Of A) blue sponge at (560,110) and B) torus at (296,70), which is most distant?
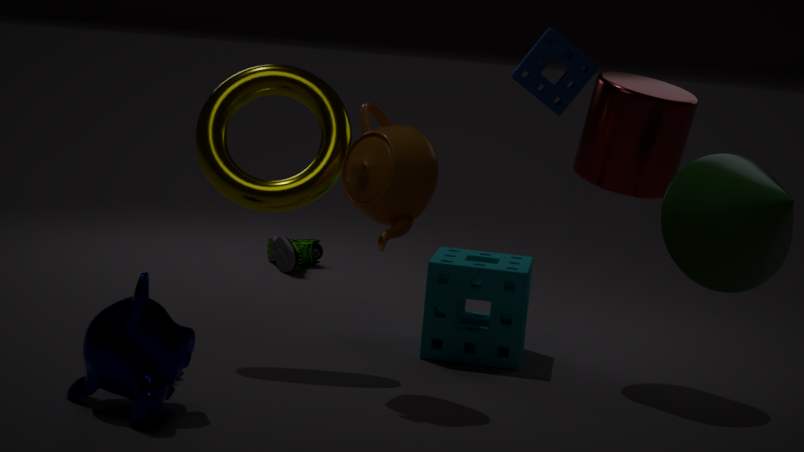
B. torus at (296,70)
